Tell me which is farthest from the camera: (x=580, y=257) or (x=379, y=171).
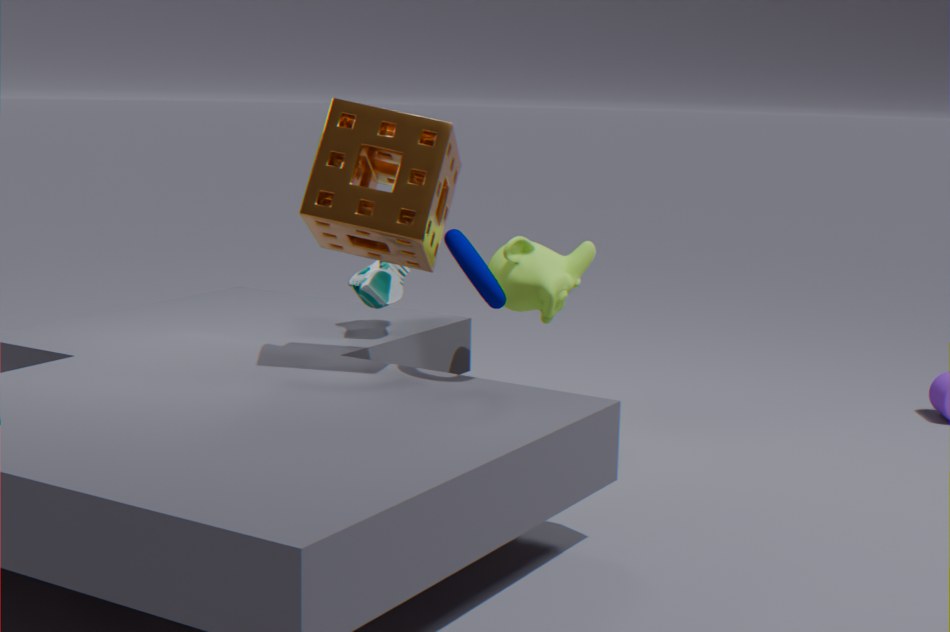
(x=580, y=257)
